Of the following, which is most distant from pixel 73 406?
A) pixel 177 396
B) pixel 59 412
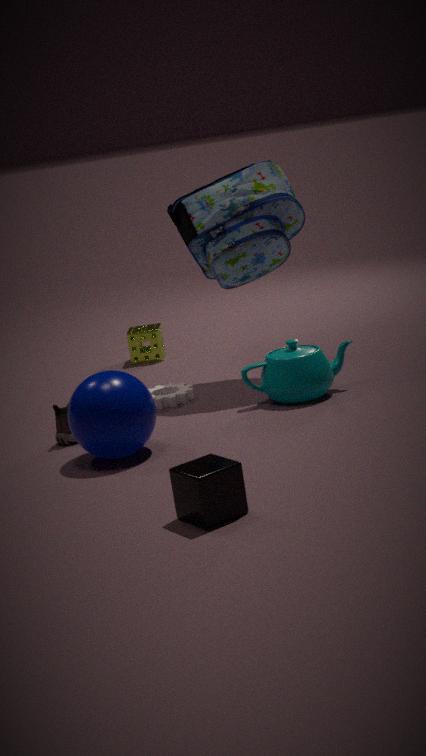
pixel 177 396
